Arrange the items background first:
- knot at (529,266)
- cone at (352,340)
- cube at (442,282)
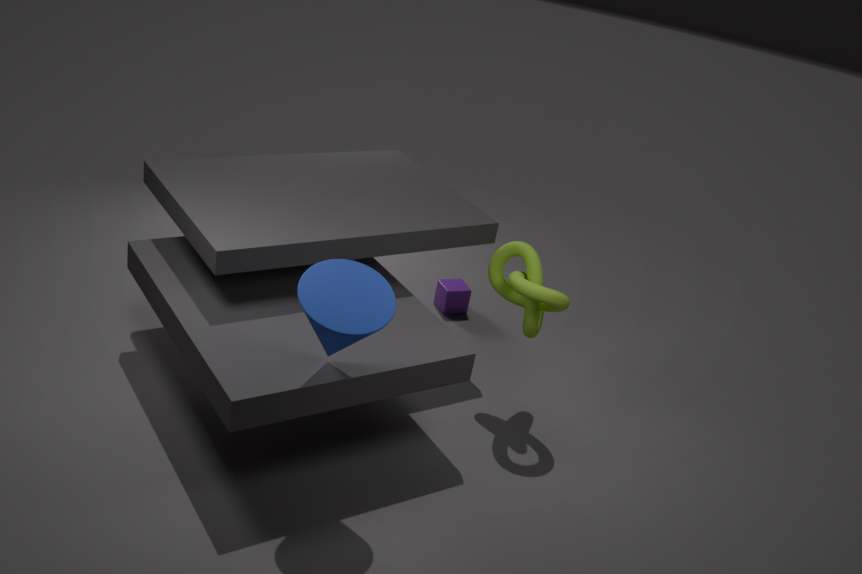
cube at (442,282)
knot at (529,266)
cone at (352,340)
